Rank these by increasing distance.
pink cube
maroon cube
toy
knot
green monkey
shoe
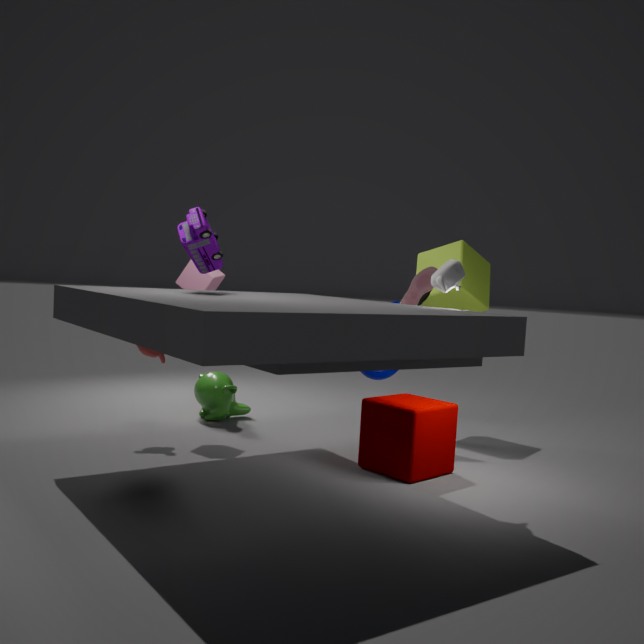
toy → maroon cube → pink cube → shoe → green monkey → knot
